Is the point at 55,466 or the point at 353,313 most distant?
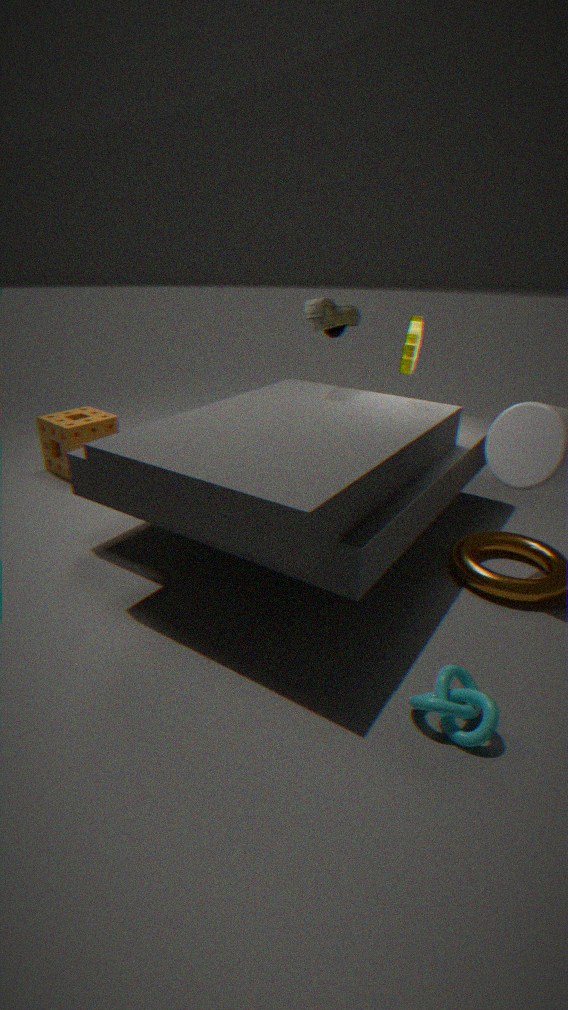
the point at 55,466
